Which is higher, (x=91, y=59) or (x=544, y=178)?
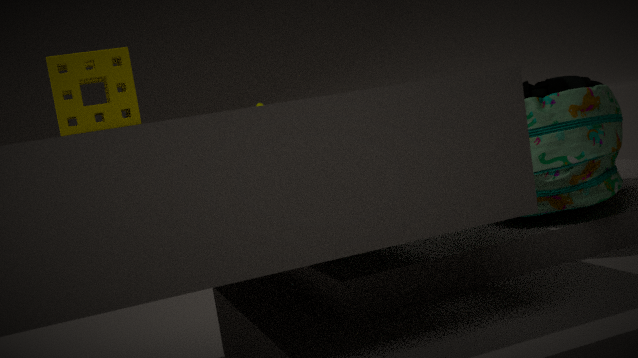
(x=91, y=59)
